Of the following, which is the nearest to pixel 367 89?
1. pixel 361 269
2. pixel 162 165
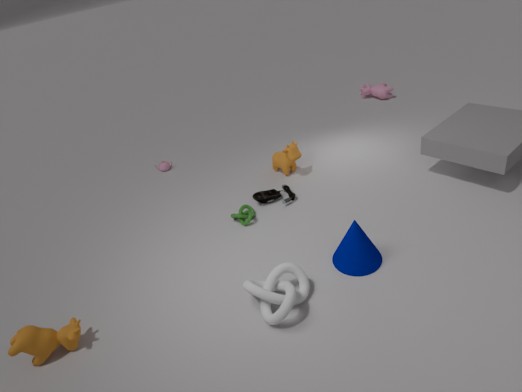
pixel 162 165
